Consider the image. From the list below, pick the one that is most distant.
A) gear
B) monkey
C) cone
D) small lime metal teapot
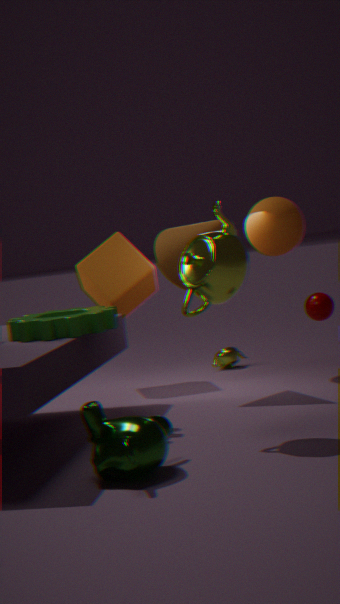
small lime metal teapot
